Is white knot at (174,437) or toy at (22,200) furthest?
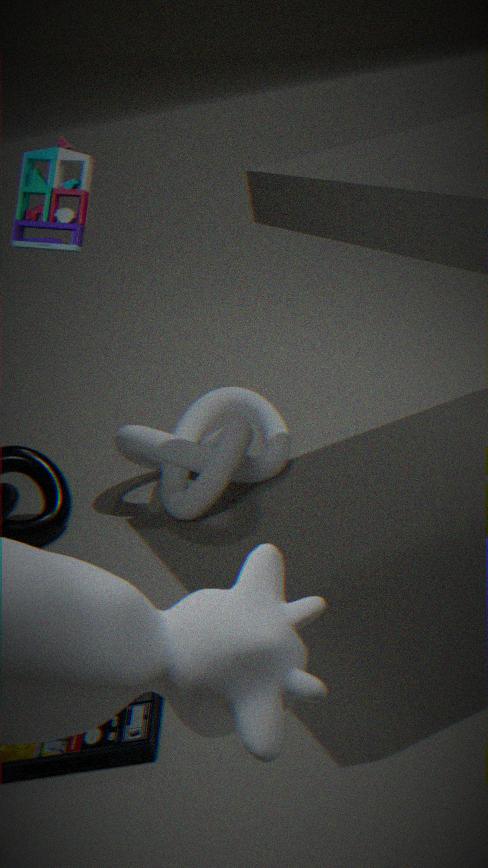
white knot at (174,437)
